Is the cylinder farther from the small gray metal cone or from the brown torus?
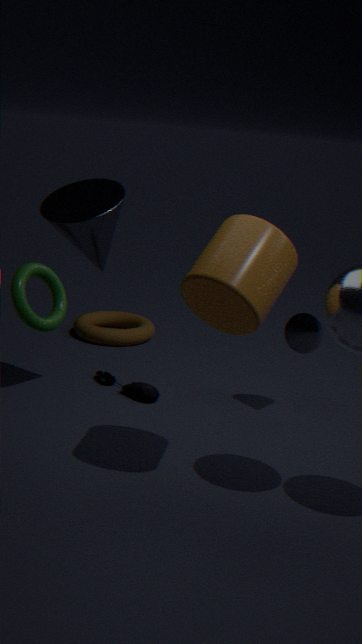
the brown torus
